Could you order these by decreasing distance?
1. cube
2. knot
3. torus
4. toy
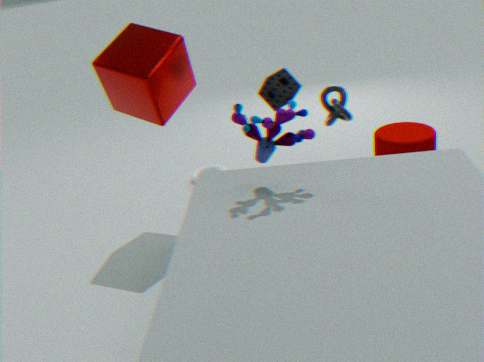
torus
knot
cube
toy
